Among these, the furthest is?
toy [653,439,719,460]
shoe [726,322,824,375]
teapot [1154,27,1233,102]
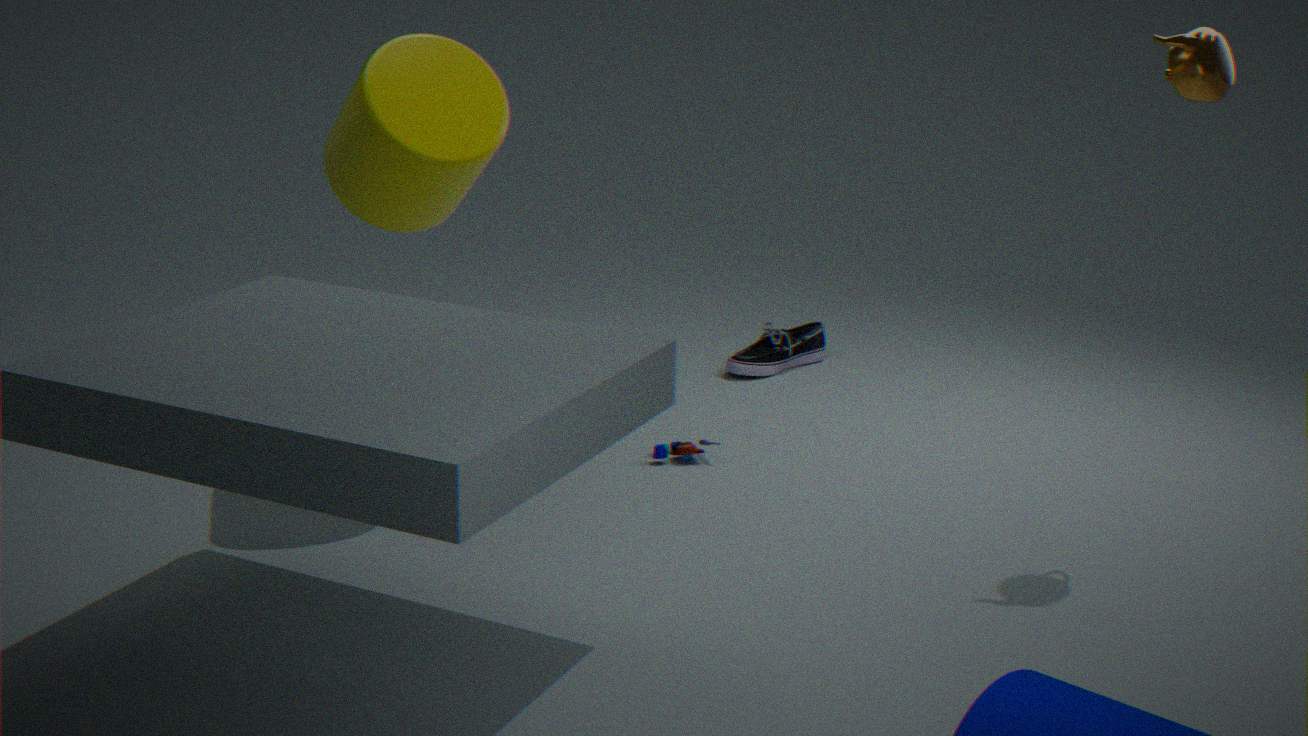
shoe [726,322,824,375]
